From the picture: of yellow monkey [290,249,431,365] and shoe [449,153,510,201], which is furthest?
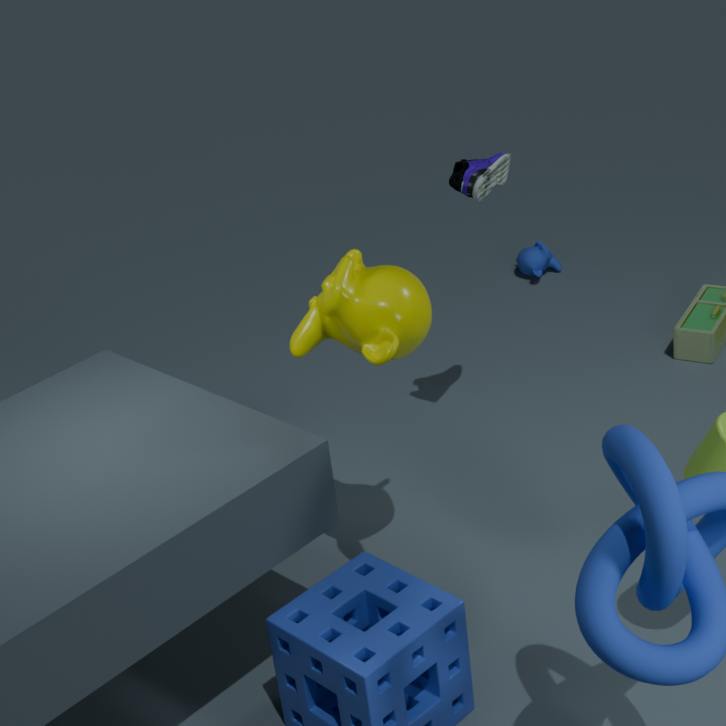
shoe [449,153,510,201]
